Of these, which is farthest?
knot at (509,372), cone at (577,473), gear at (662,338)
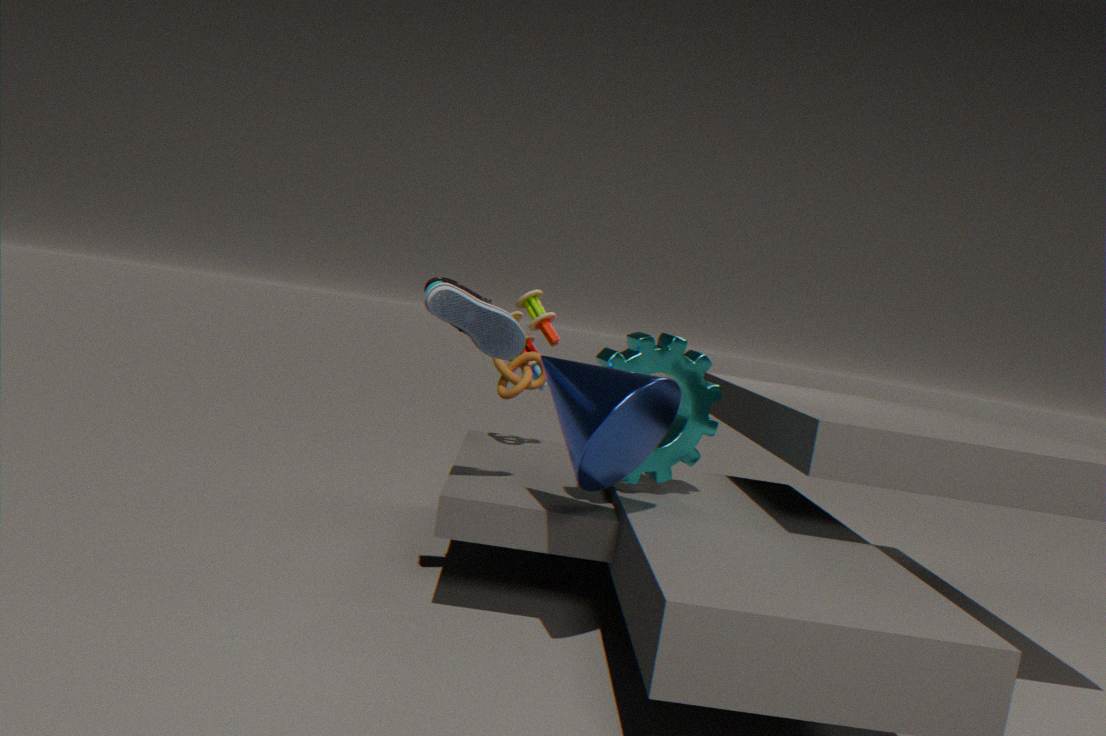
knot at (509,372)
